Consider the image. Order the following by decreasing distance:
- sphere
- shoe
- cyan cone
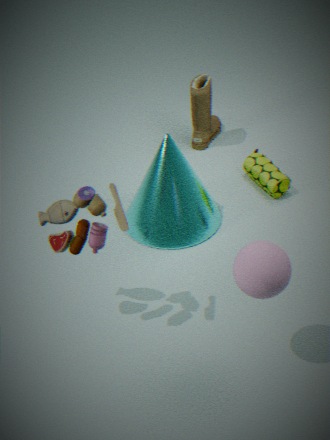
shoe, cyan cone, sphere
